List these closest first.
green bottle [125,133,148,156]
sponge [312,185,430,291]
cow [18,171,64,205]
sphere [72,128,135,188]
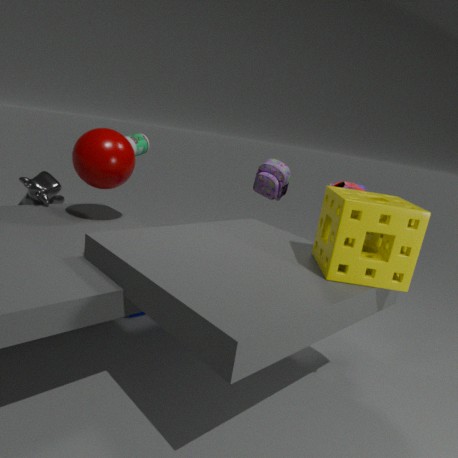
sponge [312,185,430,291]
sphere [72,128,135,188]
cow [18,171,64,205]
green bottle [125,133,148,156]
